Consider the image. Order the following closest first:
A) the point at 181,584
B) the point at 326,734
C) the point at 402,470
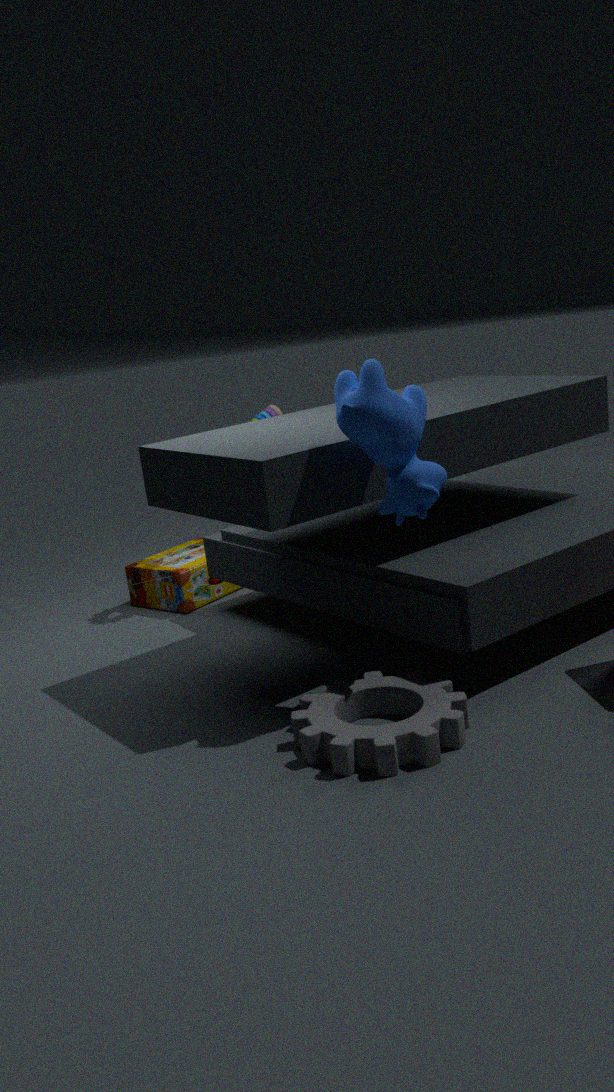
the point at 326,734
the point at 402,470
the point at 181,584
